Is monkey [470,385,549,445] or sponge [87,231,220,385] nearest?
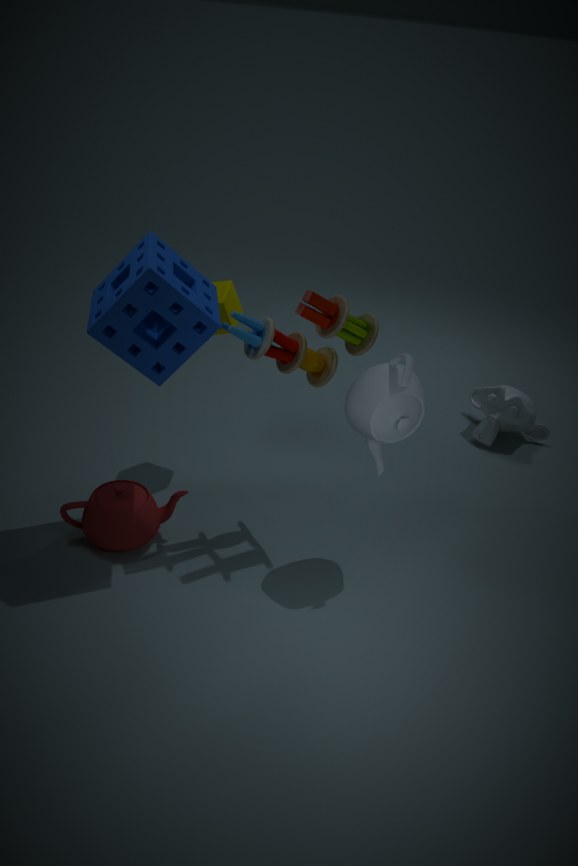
sponge [87,231,220,385]
